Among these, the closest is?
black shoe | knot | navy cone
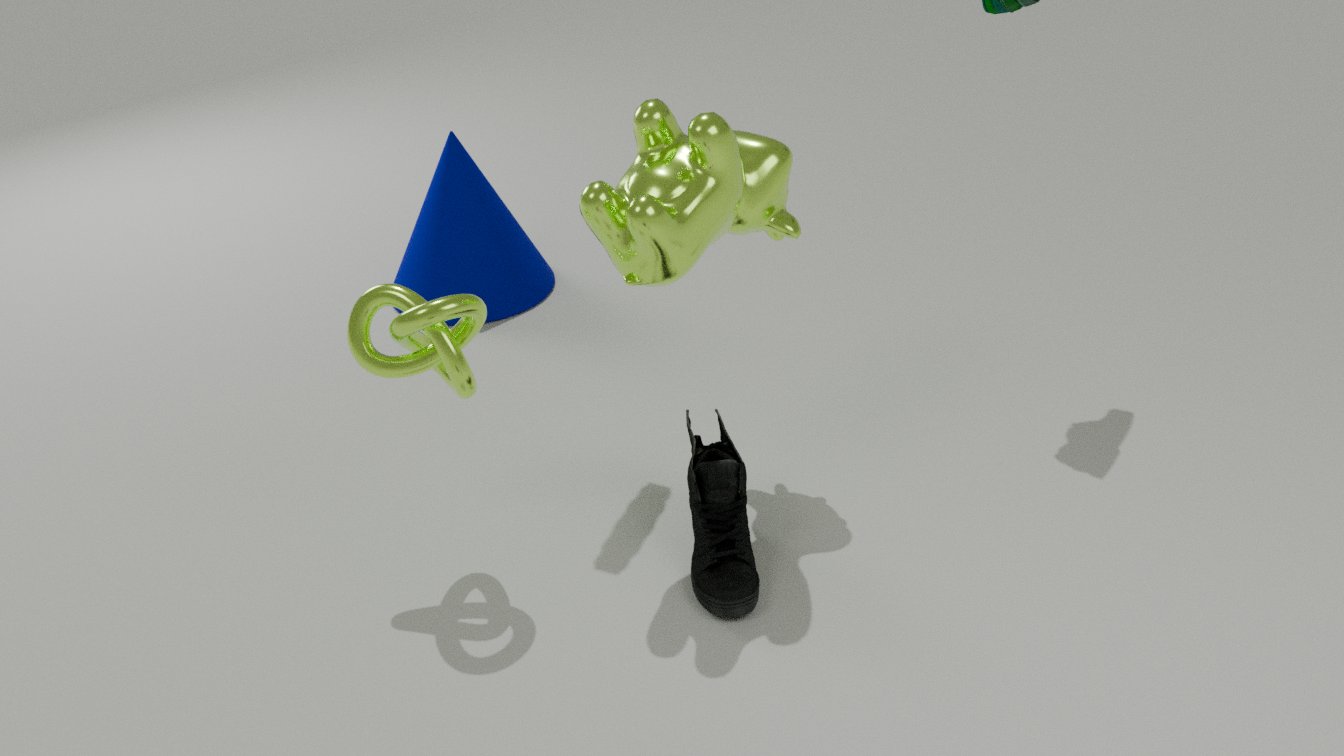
knot
